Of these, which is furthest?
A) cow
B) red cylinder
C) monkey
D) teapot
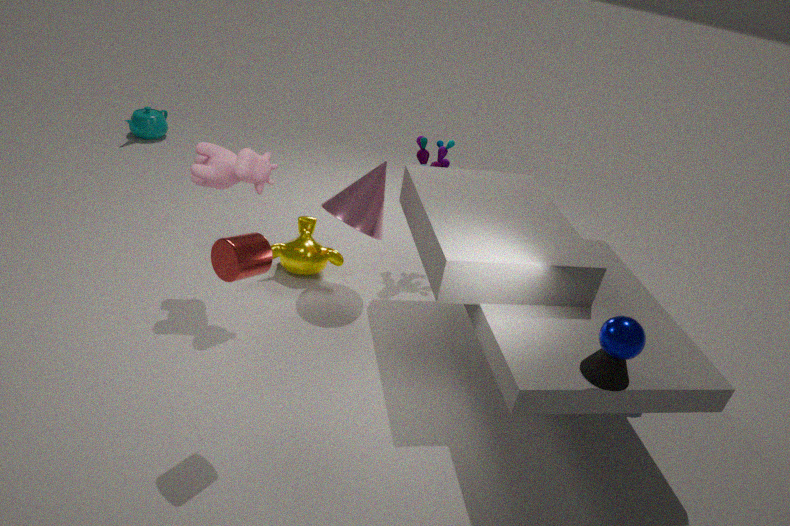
teapot
